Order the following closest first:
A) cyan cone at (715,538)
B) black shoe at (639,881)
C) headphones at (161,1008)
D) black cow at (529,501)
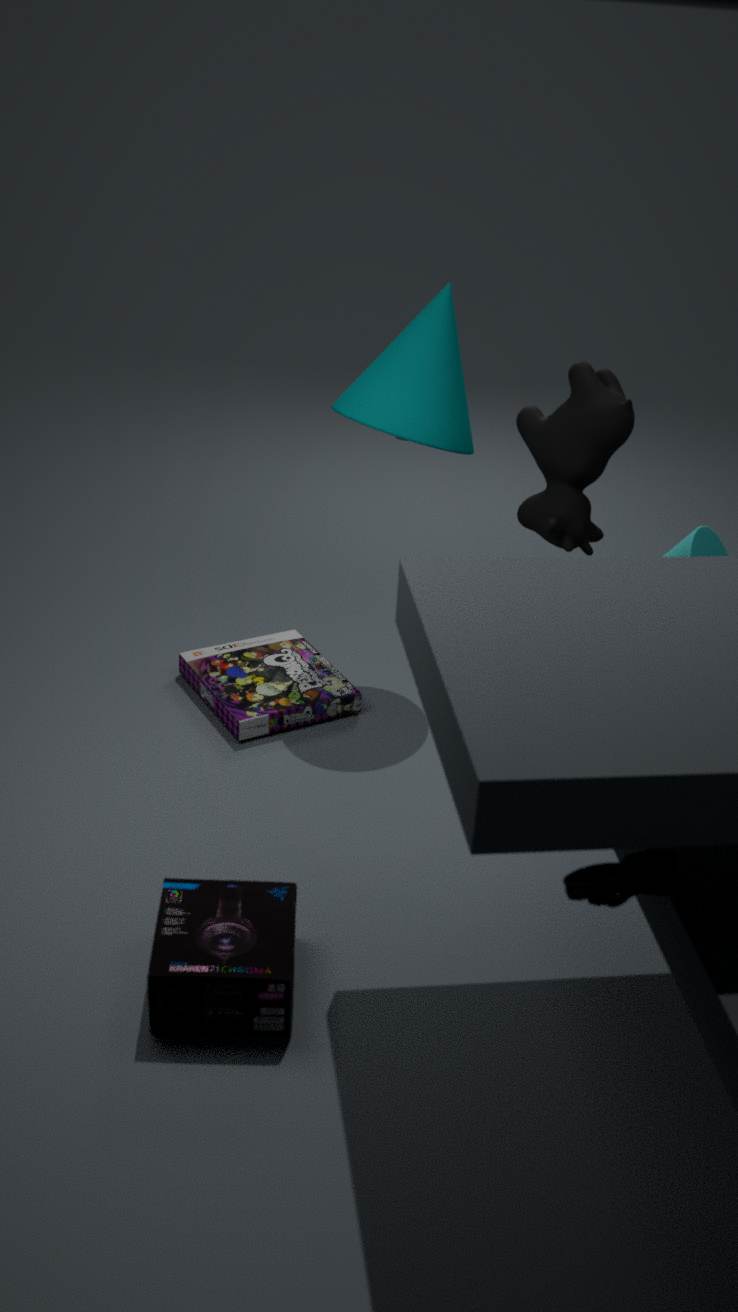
black shoe at (639,881), headphones at (161,1008), black cow at (529,501), cyan cone at (715,538)
